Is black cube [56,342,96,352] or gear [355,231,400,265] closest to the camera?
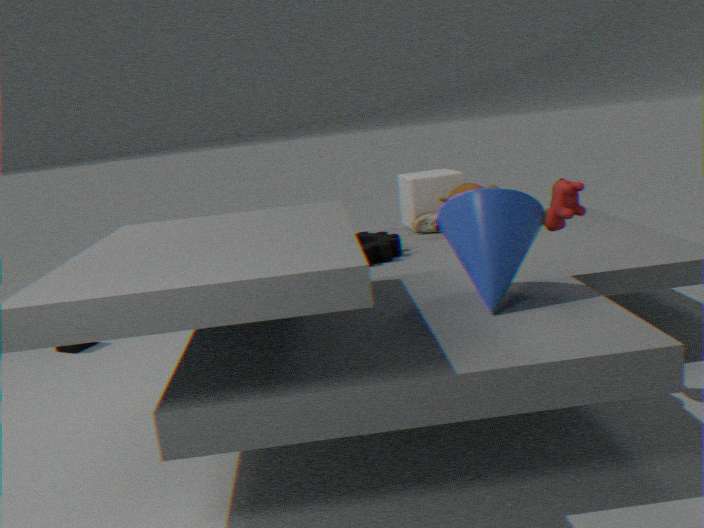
gear [355,231,400,265]
